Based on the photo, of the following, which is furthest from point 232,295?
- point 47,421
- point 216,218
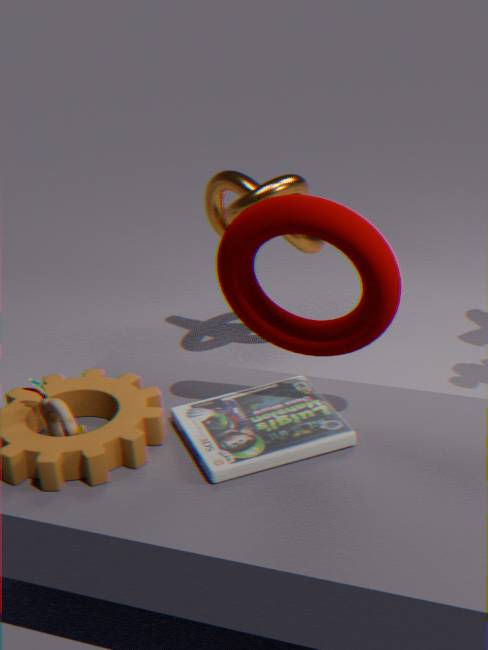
point 216,218
